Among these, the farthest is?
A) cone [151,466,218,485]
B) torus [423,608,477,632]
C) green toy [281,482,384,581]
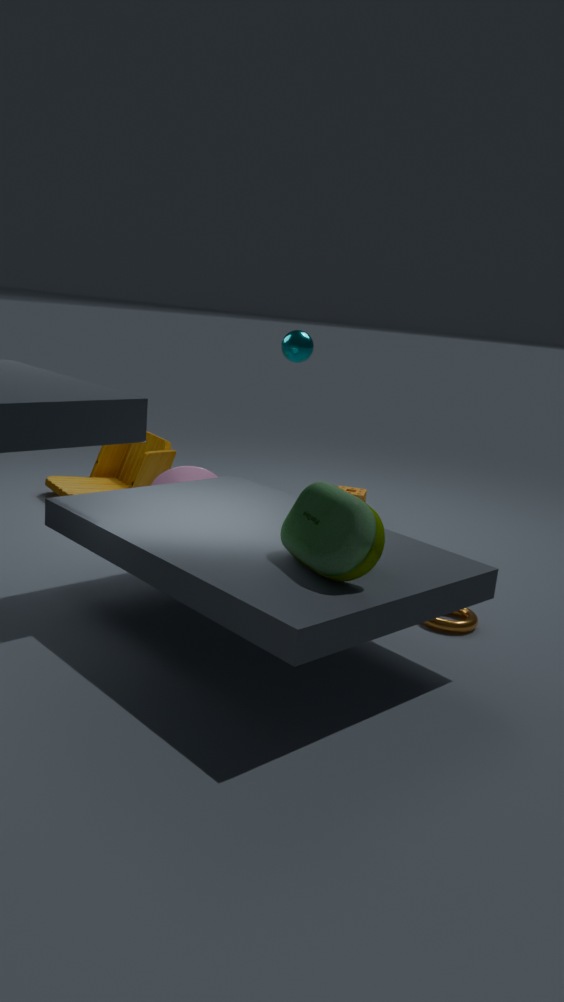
cone [151,466,218,485]
